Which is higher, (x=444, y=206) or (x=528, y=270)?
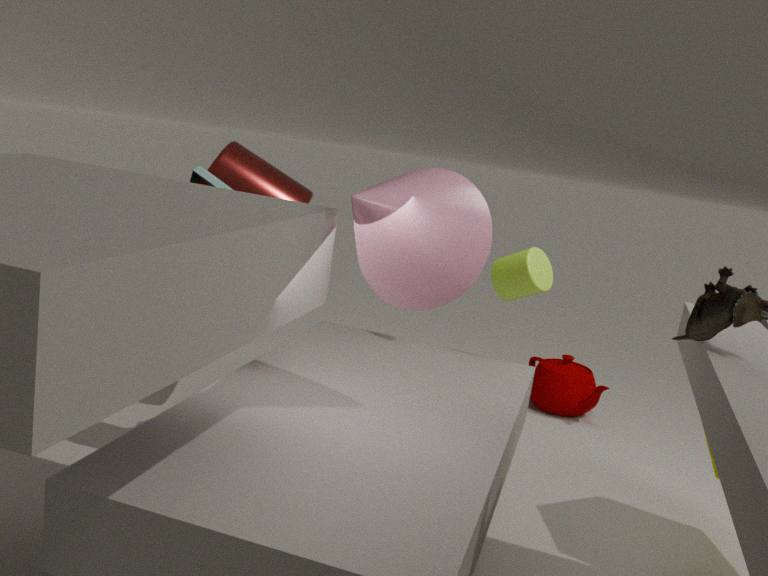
(x=444, y=206)
